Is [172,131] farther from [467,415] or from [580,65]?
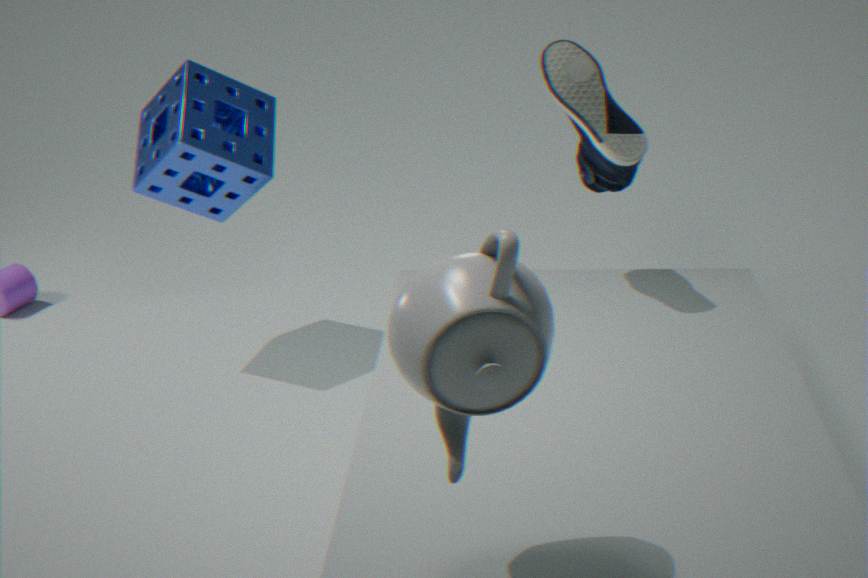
[467,415]
